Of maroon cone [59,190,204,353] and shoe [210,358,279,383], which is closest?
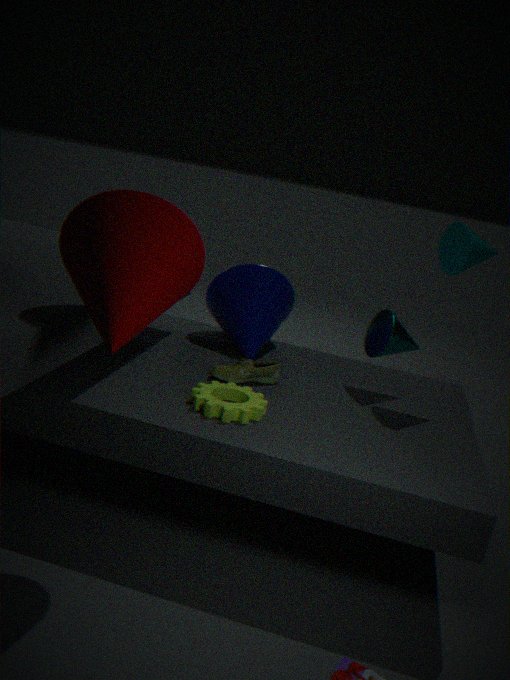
maroon cone [59,190,204,353]
